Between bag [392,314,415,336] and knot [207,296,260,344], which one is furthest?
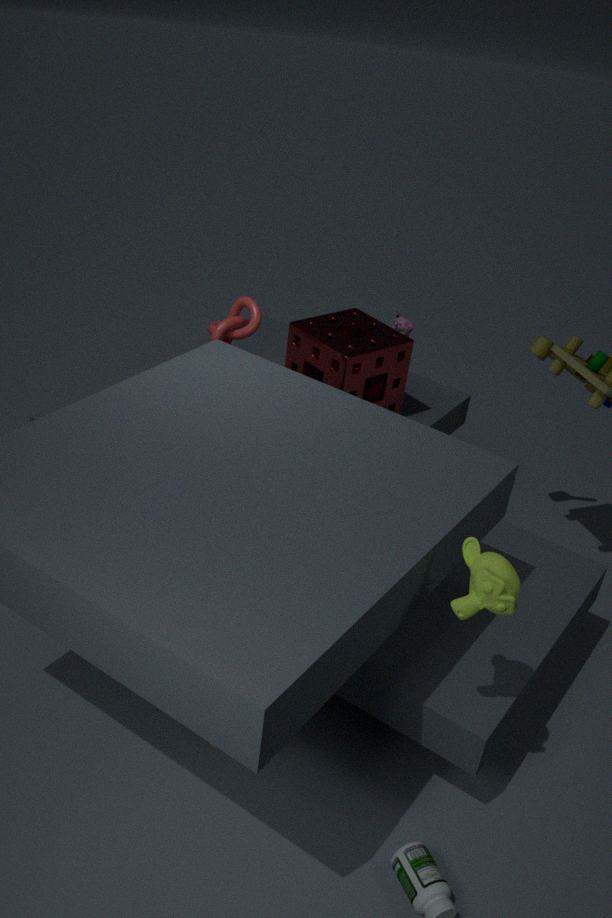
bag [392,314,415,336]
